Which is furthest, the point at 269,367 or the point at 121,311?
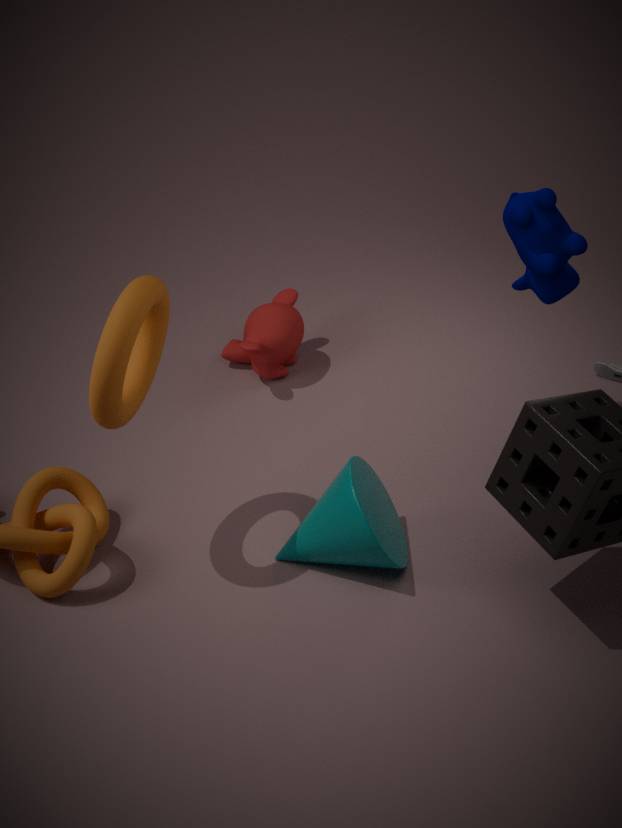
the point at 269,367
